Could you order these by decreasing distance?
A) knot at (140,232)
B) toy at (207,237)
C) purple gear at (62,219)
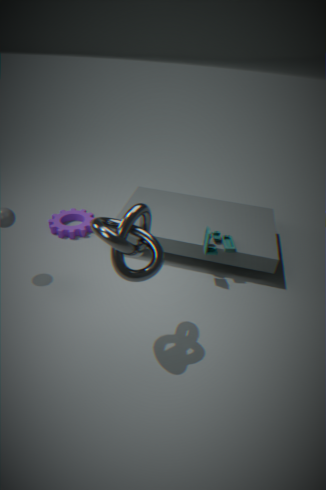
purple gear at (62,219), toy at (207,237), knot at (140,232)
